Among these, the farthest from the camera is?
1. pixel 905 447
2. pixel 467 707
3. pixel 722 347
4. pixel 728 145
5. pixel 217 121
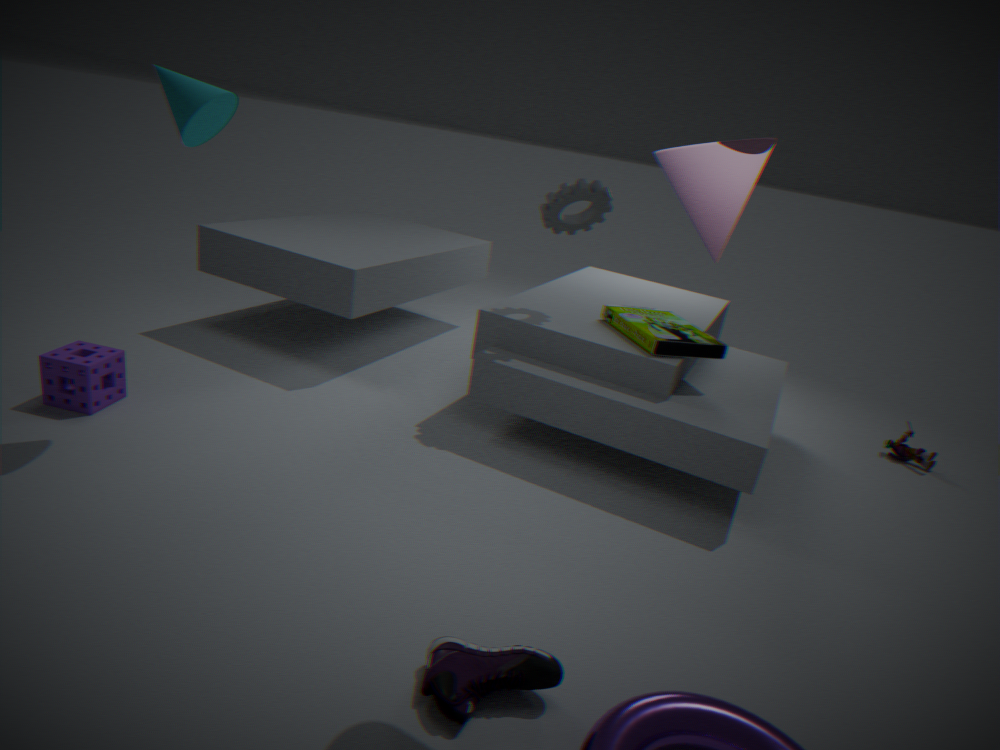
pixel 905 447
